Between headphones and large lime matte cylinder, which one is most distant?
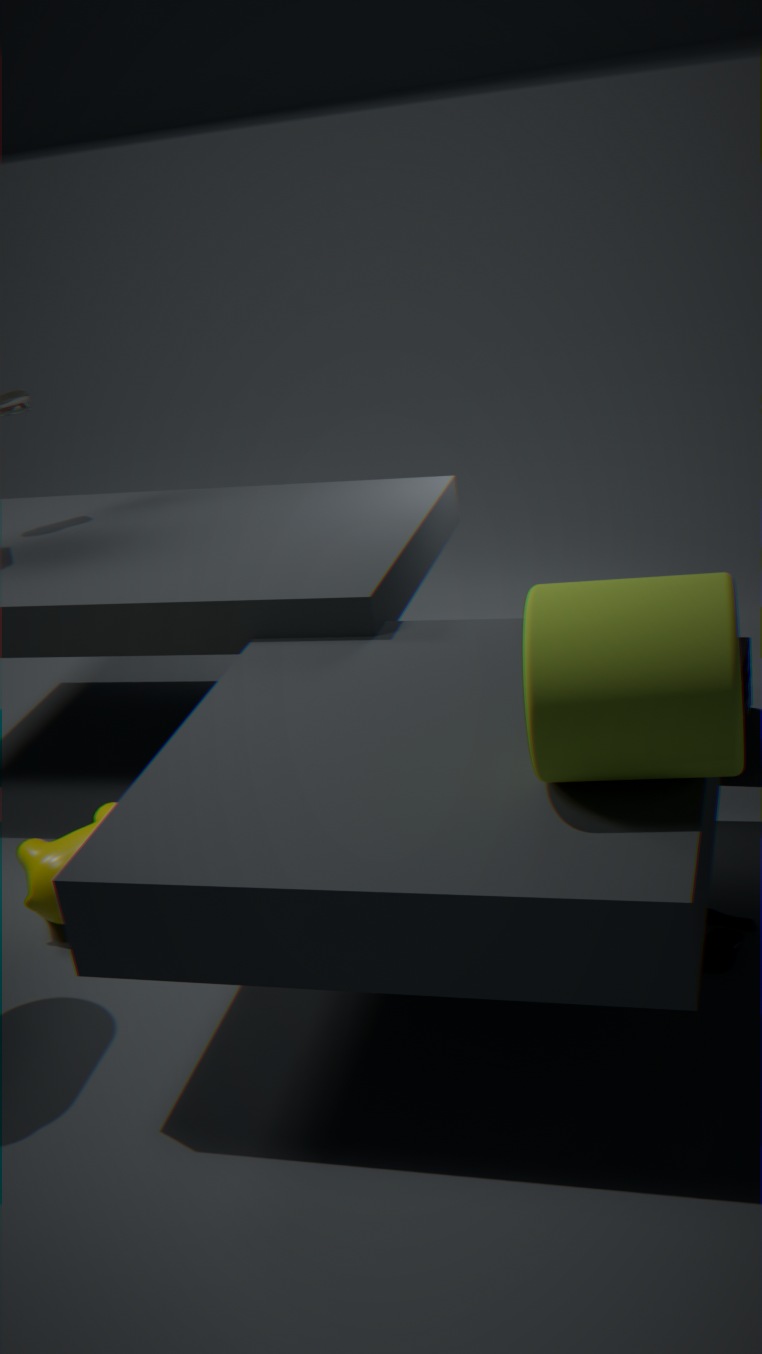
headphones
